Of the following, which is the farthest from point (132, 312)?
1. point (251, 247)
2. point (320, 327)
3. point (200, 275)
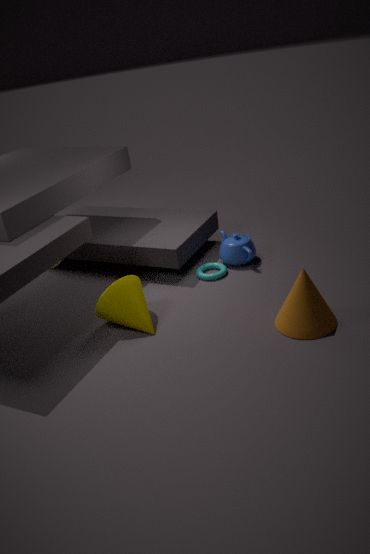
point (320, 327)
